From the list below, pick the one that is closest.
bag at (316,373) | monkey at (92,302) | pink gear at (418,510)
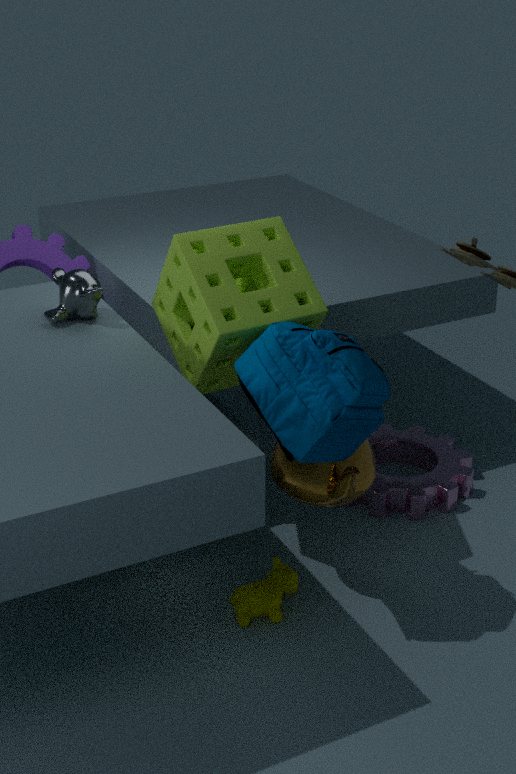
bag at (316,373)
